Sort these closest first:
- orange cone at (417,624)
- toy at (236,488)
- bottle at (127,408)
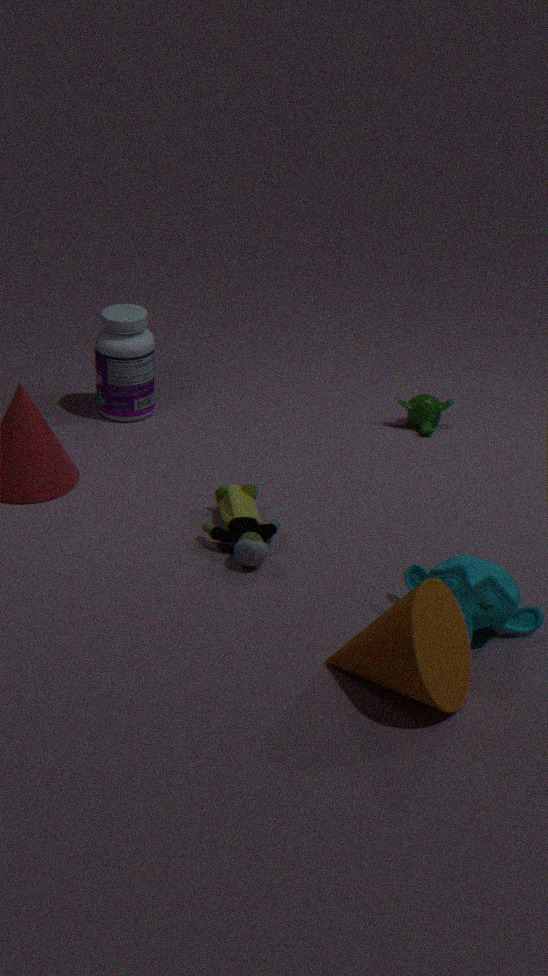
1. orange cone at (417,624)
2. toy at (236,488)
3. bottle at (127,408)
